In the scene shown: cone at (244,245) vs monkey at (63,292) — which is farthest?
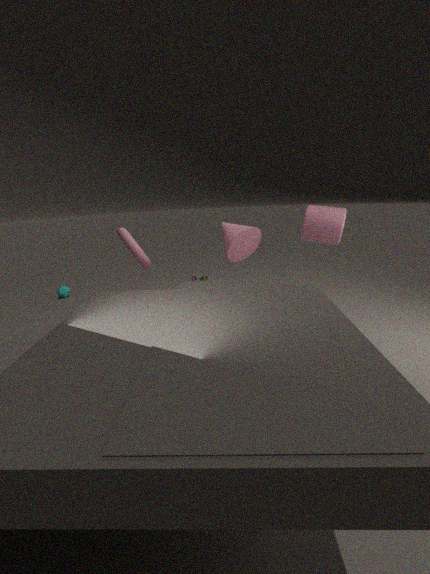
monkey at (63,292)
